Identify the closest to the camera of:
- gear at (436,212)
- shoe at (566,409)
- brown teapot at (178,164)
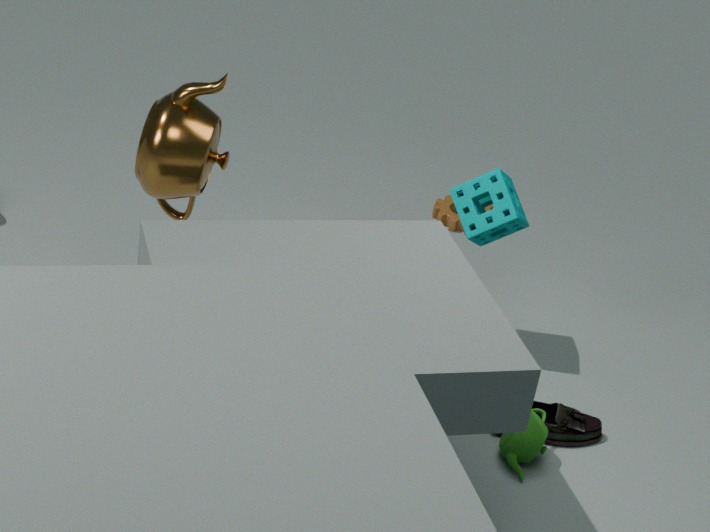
brown teapot at (178,164)
